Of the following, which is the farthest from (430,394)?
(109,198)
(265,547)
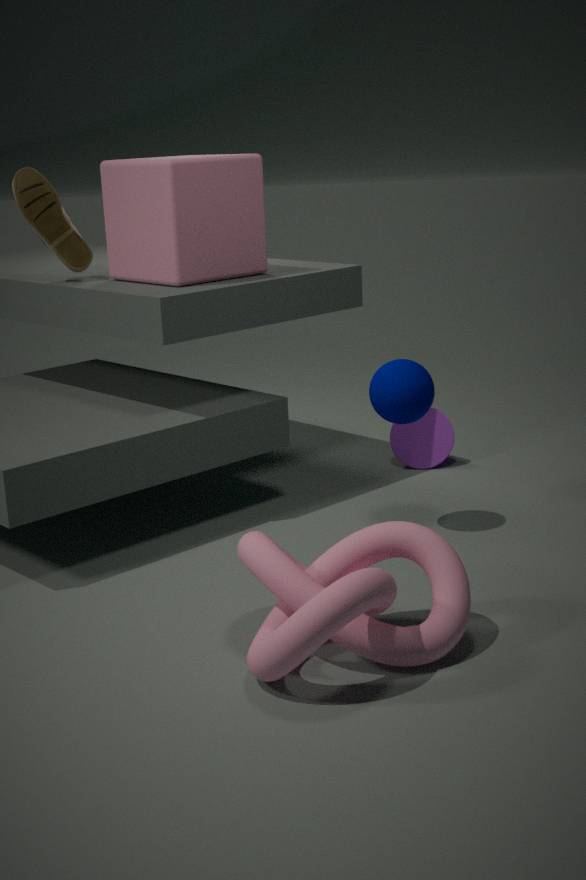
(109,198)
